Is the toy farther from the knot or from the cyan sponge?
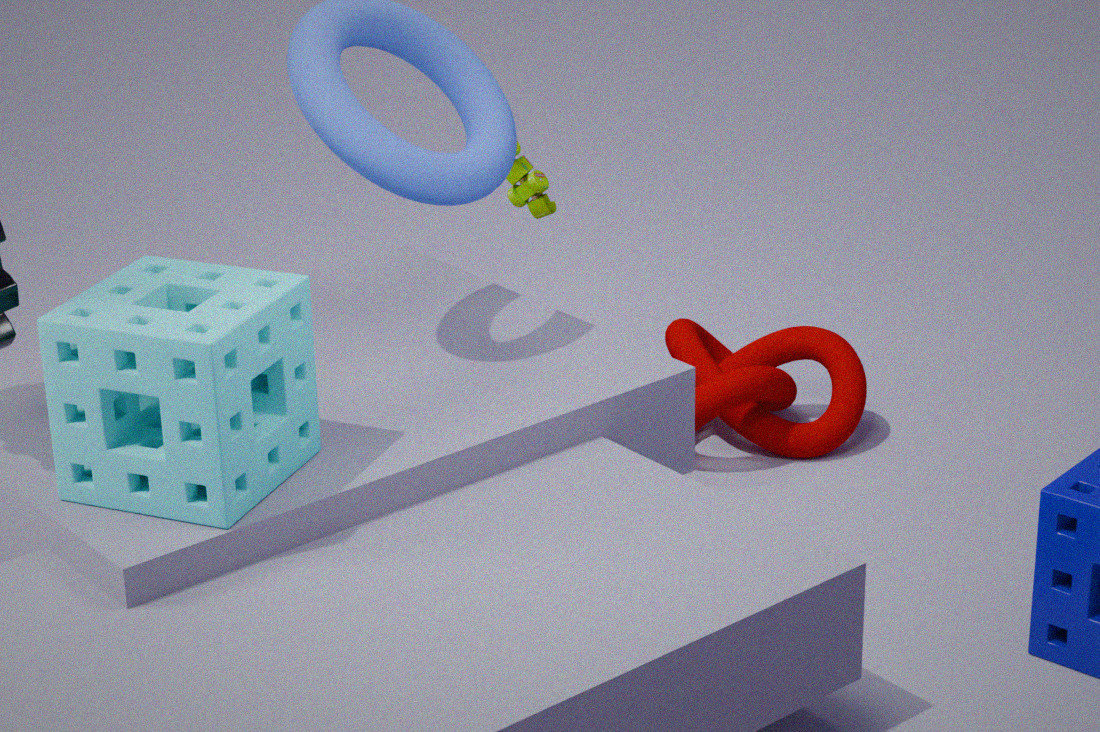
the cyan sponge
